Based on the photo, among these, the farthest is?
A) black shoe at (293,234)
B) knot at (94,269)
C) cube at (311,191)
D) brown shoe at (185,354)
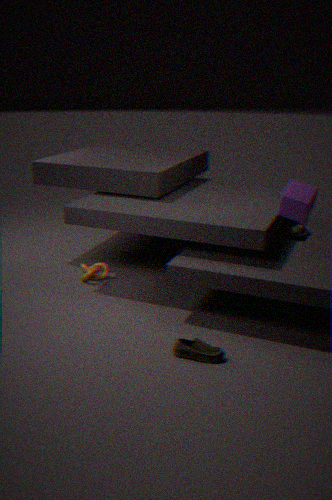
knot at (94,269)
